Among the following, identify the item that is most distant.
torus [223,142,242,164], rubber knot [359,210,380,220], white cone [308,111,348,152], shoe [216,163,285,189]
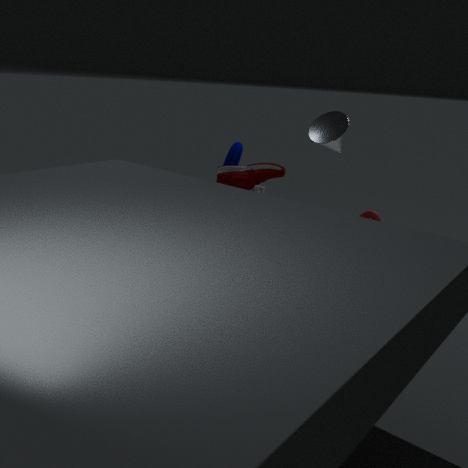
torus [223,142,242,164]
